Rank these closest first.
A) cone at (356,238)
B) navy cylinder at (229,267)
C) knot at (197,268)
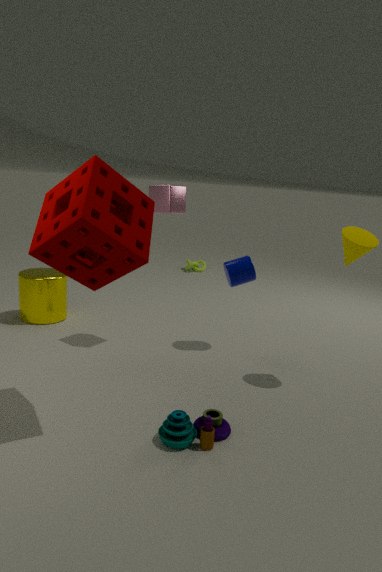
1. cone at (356,238)
2. navy cylinder at (229,267)
3. knot at (197,268)
